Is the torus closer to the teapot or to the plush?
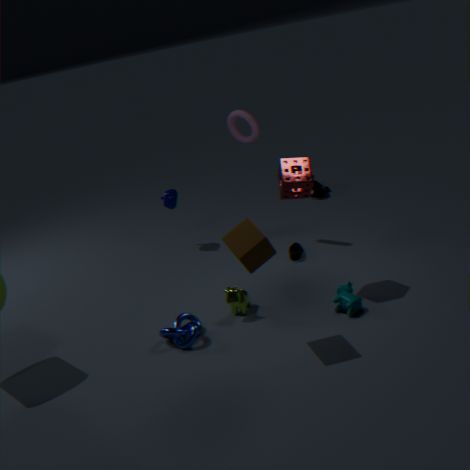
the teapot
